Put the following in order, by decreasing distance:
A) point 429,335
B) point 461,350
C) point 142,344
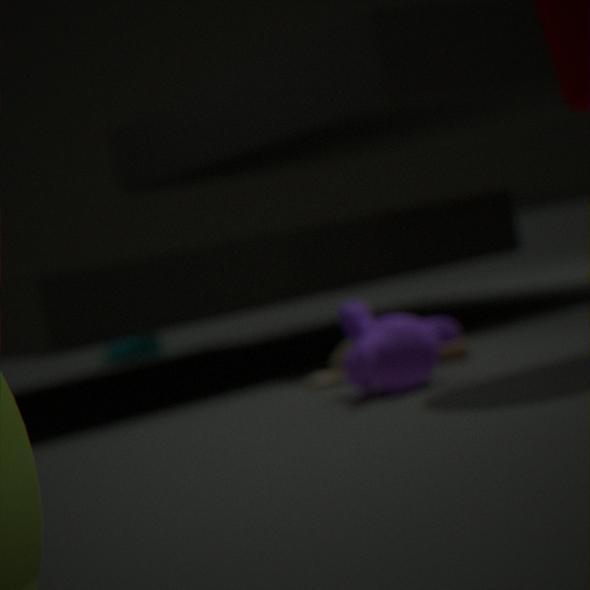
C. point 142,344, B. point 461,350, A. point 429,335
